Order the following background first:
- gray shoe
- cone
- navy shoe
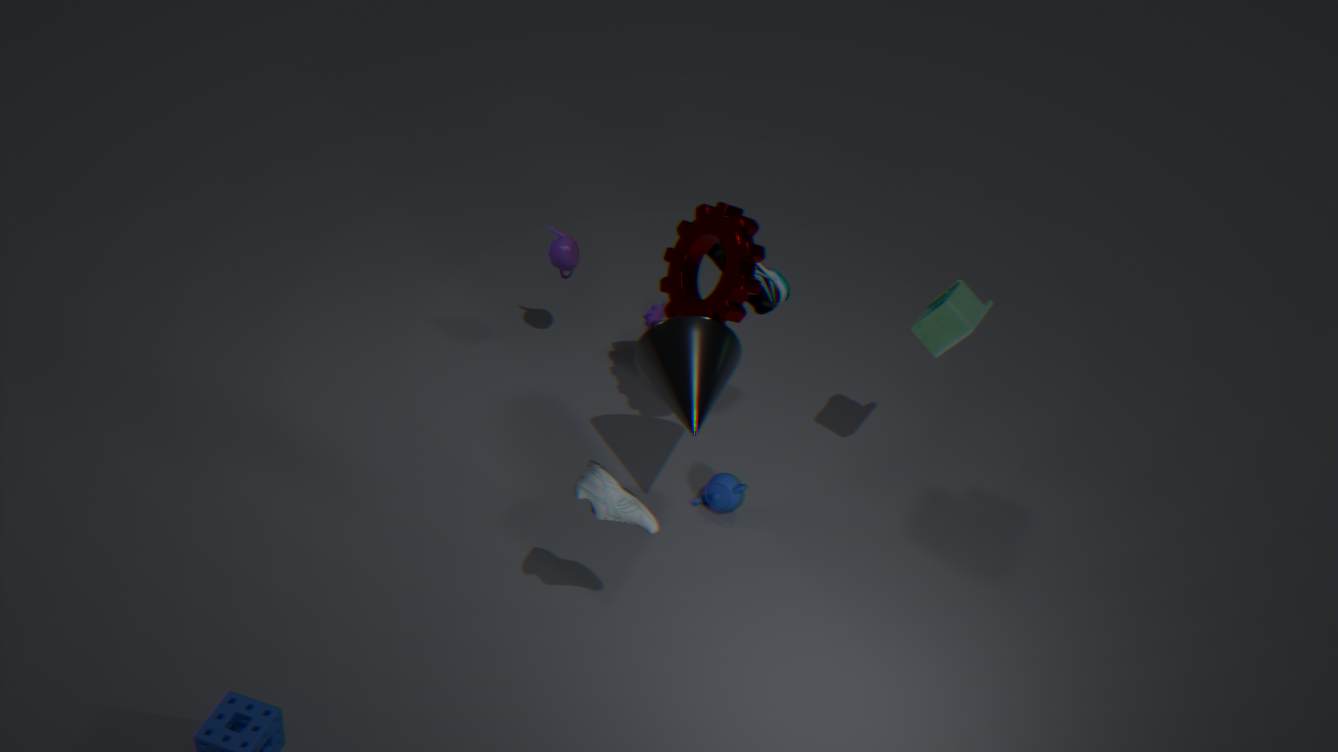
navy shoe < cone < gray shoe
